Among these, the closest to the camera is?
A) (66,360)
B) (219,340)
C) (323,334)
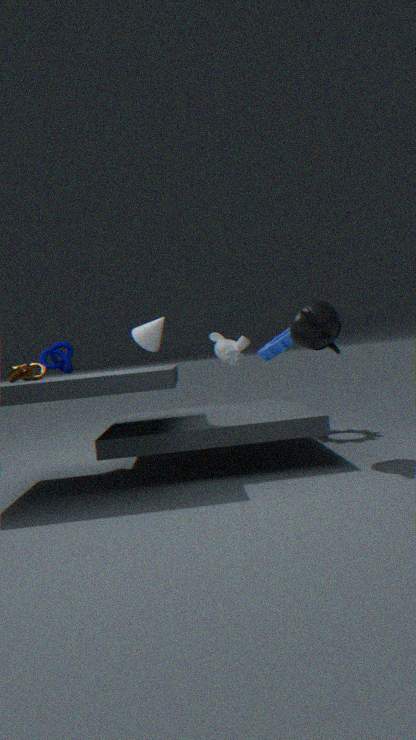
(323,334)
